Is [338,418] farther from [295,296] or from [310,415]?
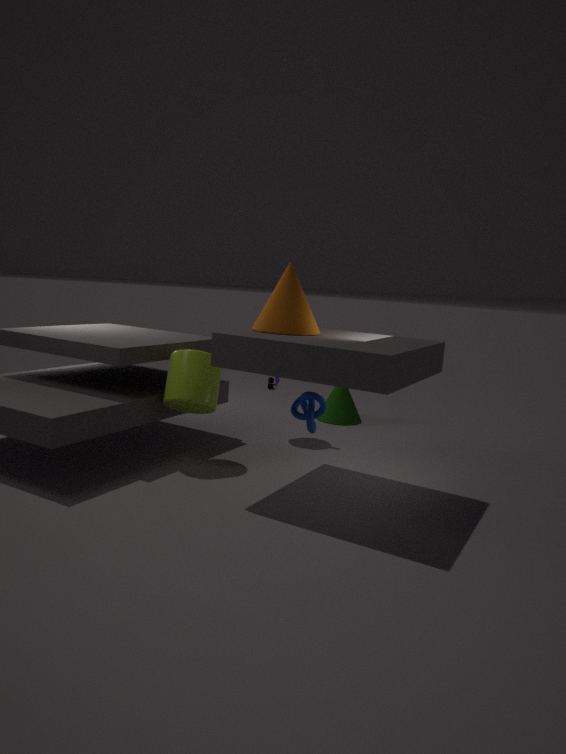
[295,296]
